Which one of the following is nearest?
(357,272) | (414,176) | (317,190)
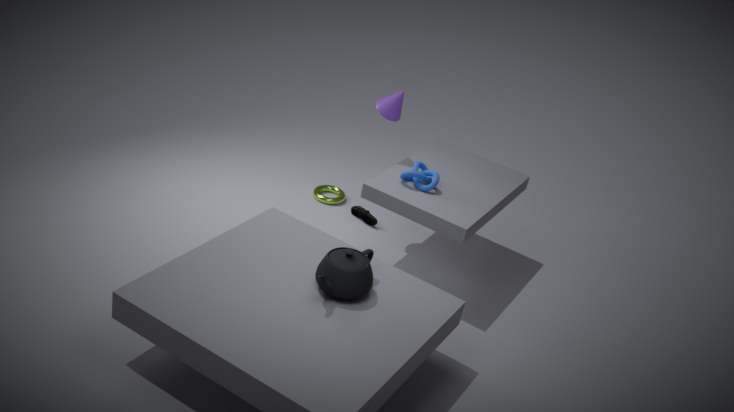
(357,272)
